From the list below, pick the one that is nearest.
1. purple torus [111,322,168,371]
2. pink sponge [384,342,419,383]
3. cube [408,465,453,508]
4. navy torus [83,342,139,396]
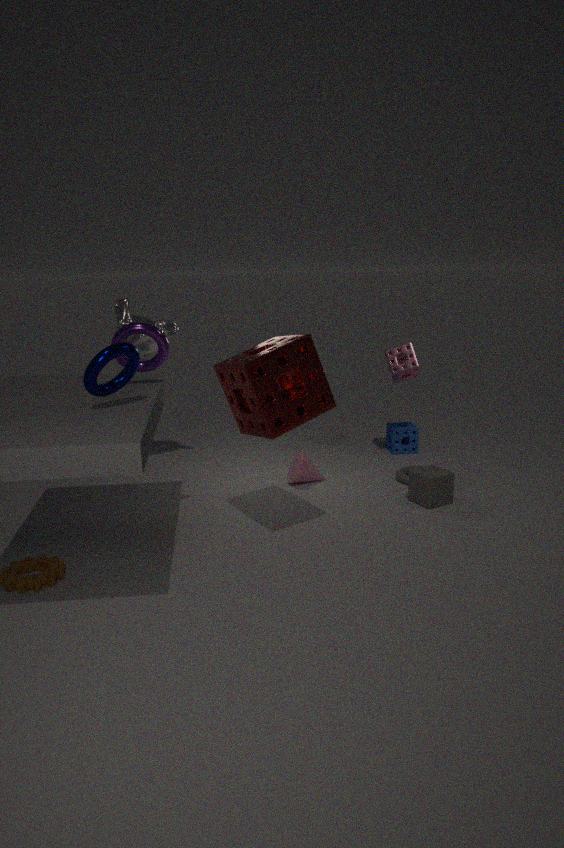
navy torus [83,342,139,396]
